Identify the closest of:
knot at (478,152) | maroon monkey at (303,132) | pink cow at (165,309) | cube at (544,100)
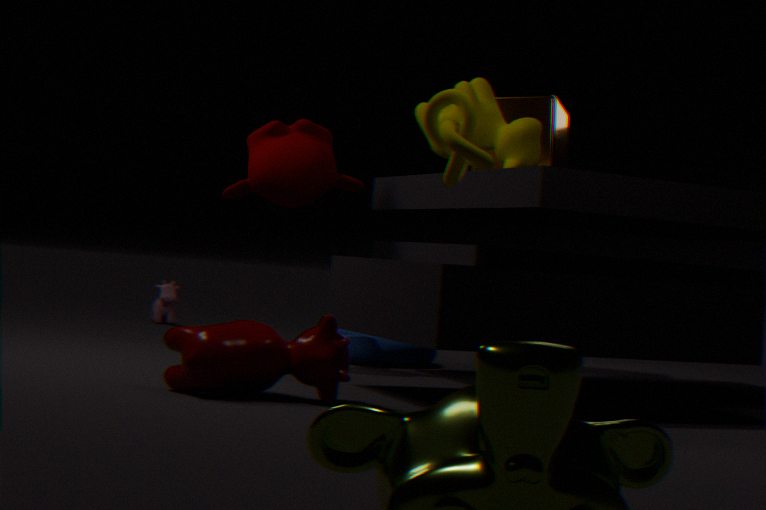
knot at (478,152)
